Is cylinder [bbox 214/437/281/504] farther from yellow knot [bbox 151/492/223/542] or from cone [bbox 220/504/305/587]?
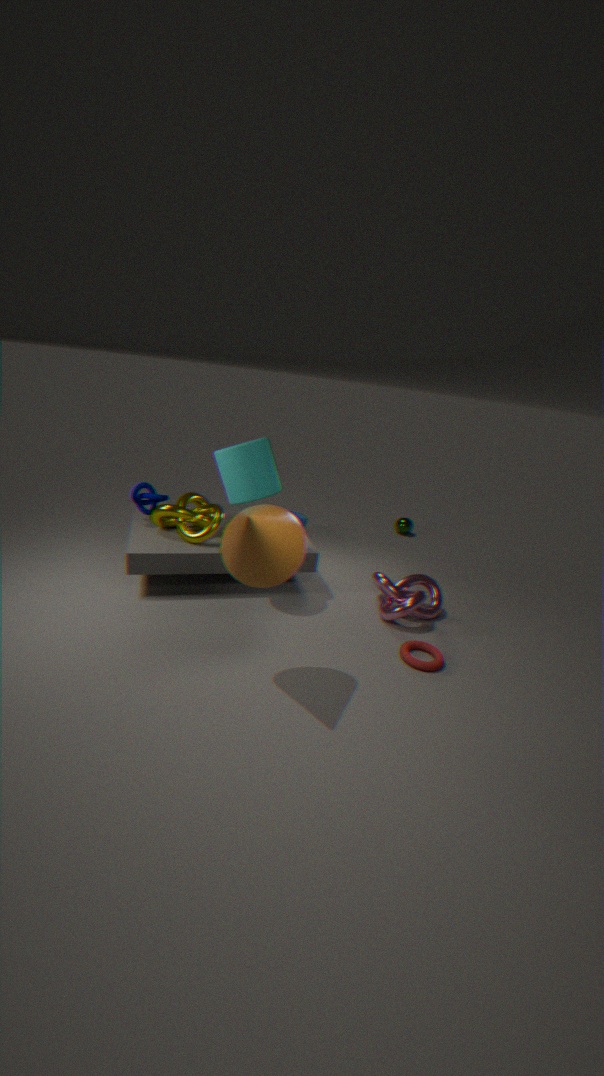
cone [bbox 220/504/305/587]
